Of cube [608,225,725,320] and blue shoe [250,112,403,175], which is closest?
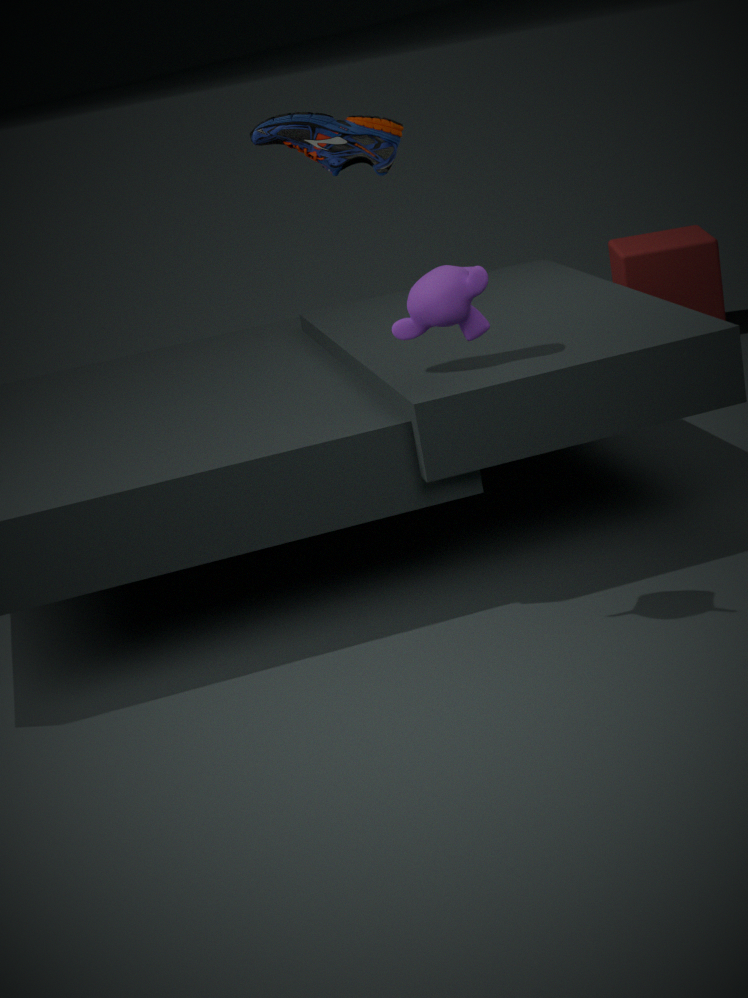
blue shoe [250,112,403,175]
